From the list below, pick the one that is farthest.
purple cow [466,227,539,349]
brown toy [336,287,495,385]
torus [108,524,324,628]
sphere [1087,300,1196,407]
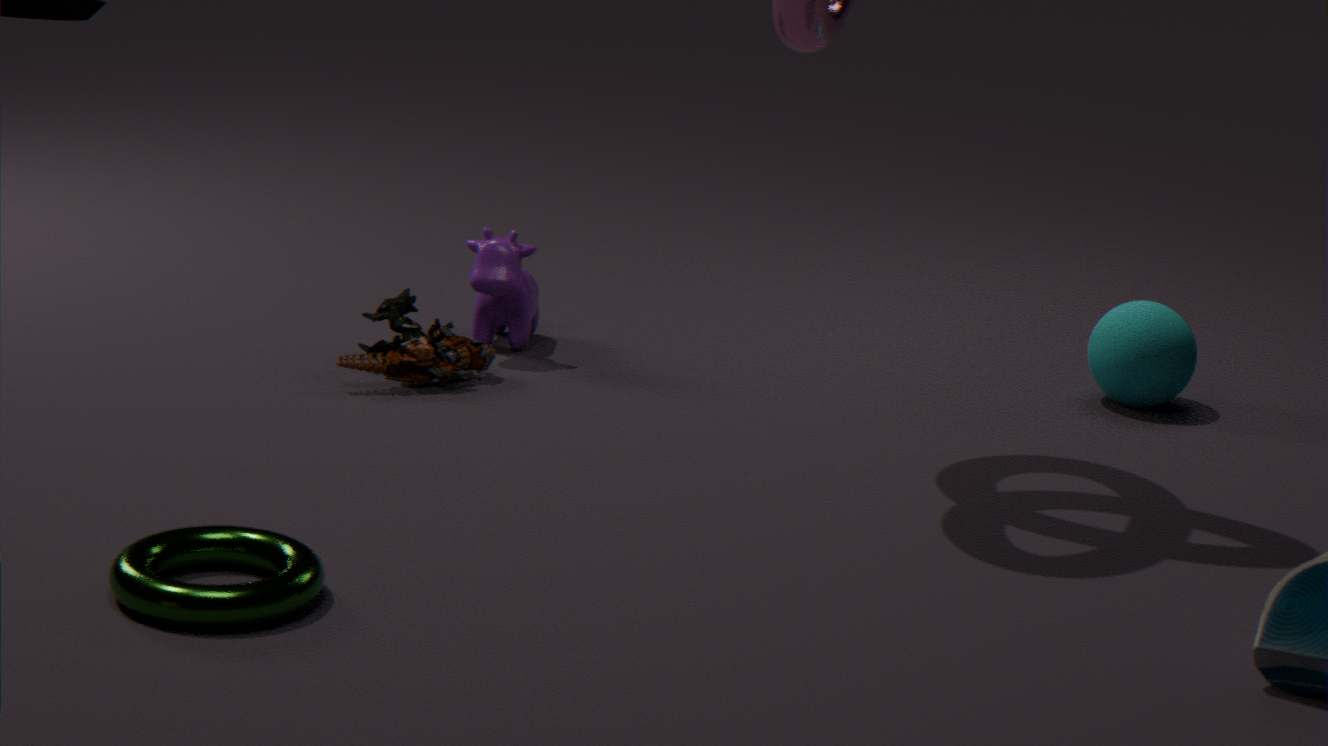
purple cow [466,227,539,349]
